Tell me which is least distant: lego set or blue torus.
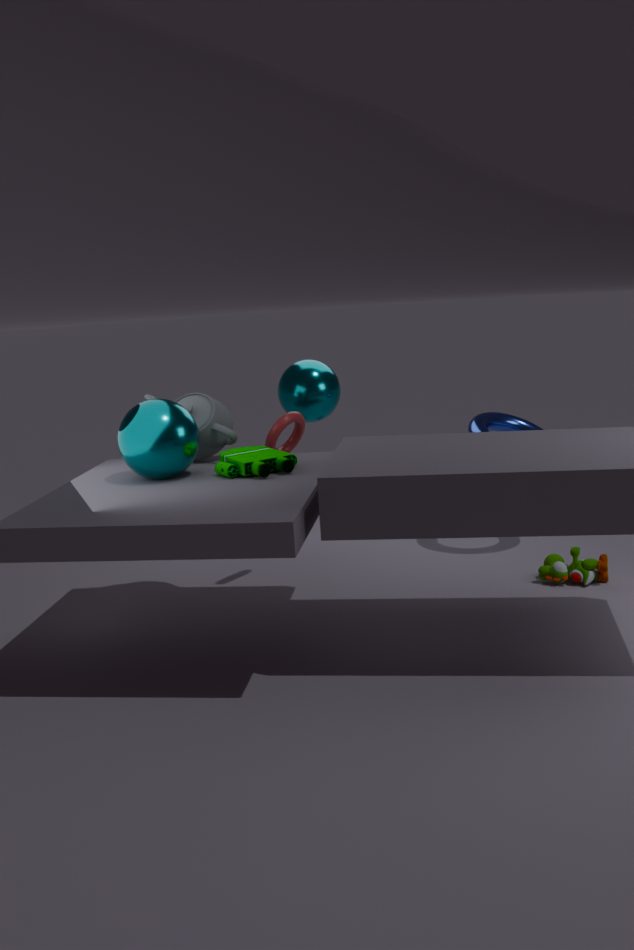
lego set
